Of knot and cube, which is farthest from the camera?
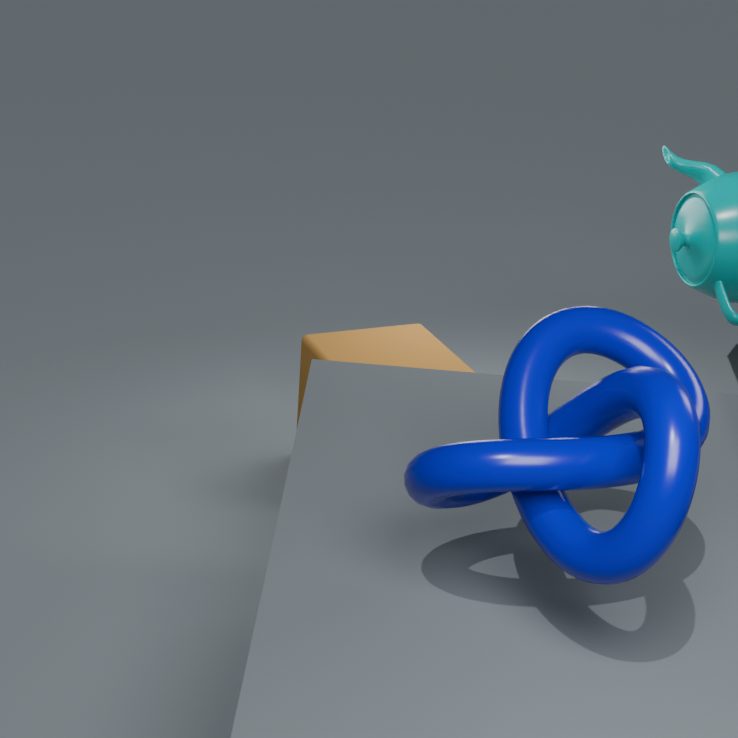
cube
